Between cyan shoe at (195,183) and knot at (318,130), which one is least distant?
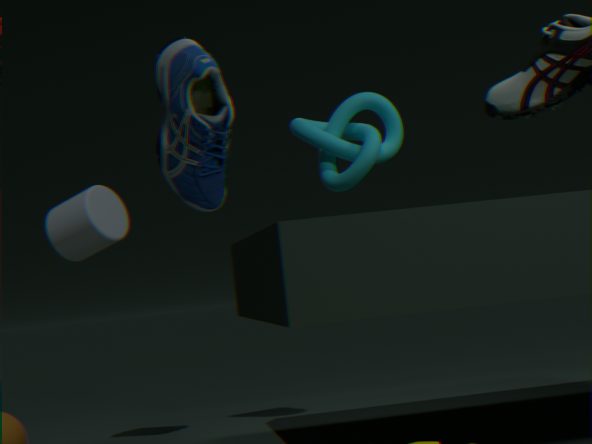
knot at (318,130)
